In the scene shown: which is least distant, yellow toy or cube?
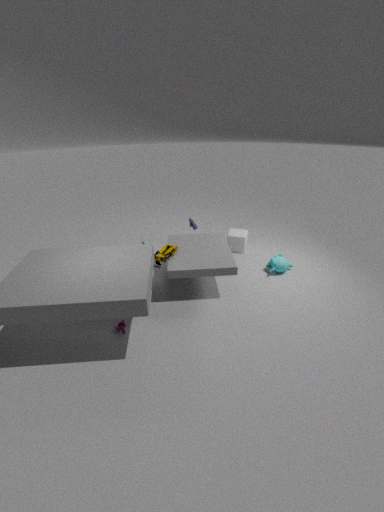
yellow toy
